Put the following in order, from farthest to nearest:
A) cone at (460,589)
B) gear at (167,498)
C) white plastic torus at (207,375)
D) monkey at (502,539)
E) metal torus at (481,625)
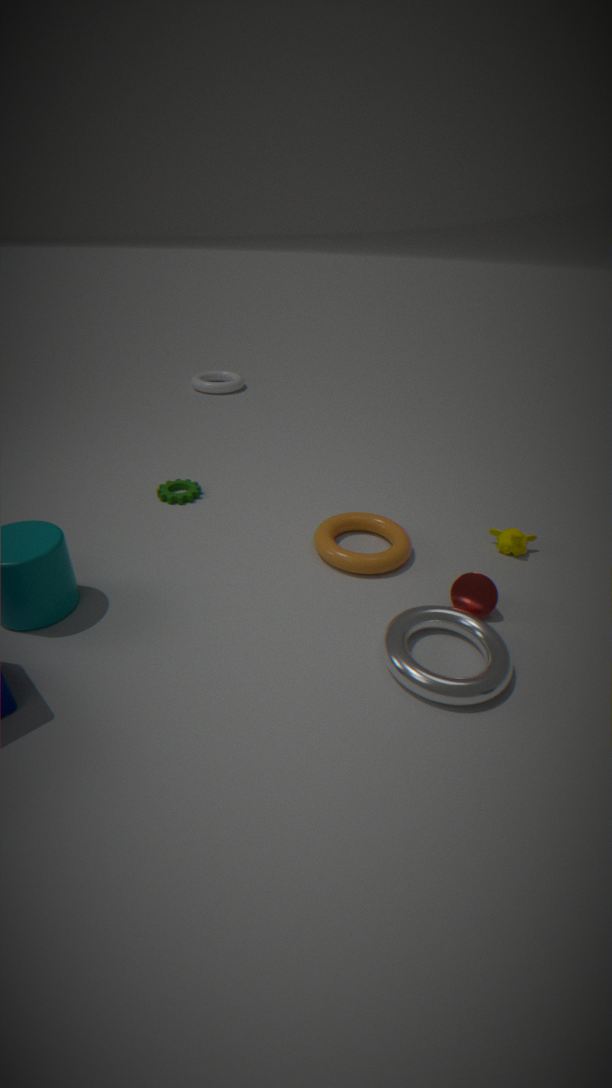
white plastic torus at (207,375) → gear at (167,498) → monkey at (502,539) → cone at (460,589) → metal torus at (481,625)
